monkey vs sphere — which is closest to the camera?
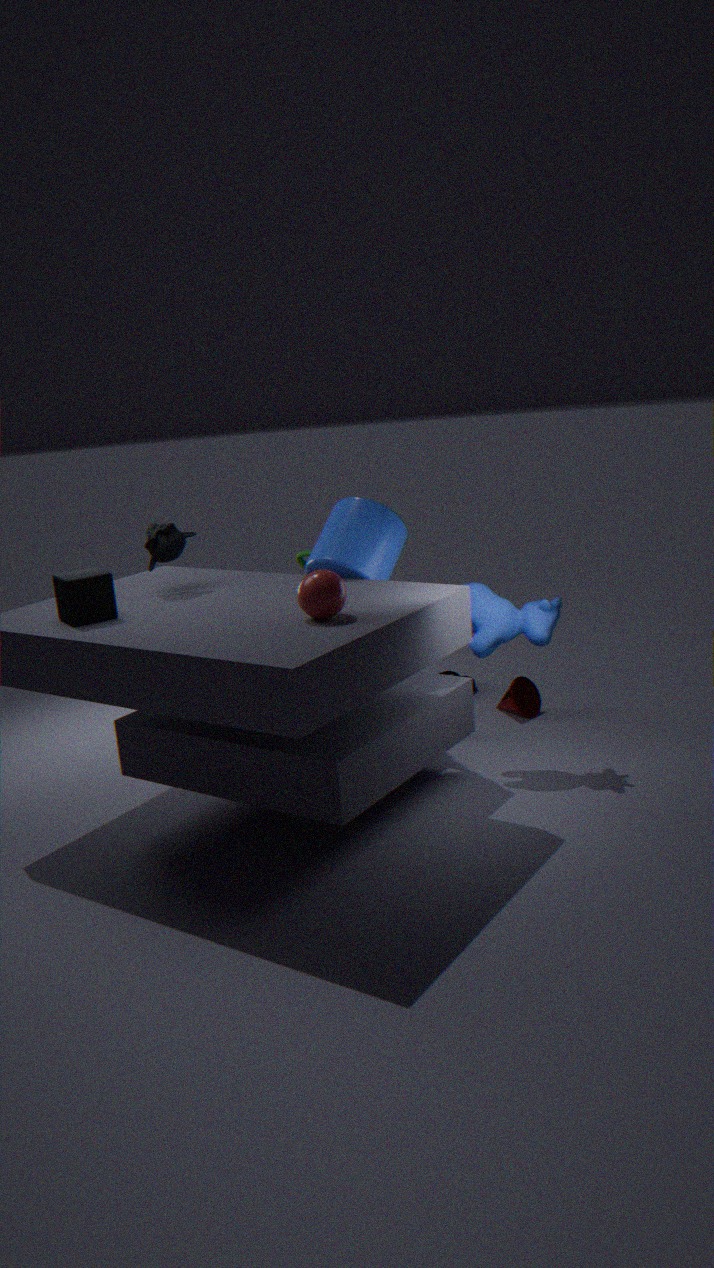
sphere
